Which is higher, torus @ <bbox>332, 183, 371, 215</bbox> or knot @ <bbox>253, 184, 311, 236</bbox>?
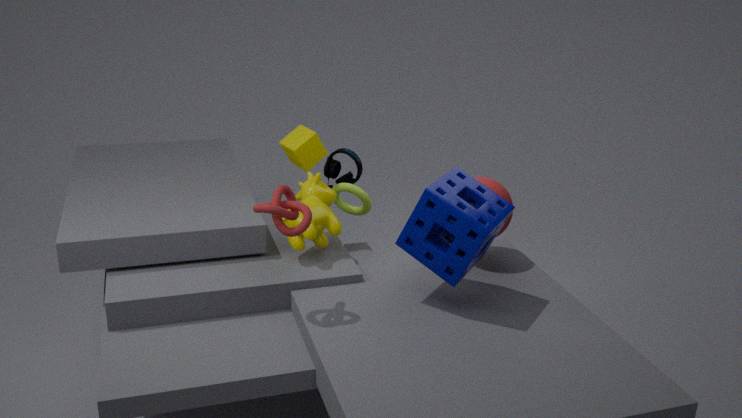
knot @ <bbox>253, 184, 311, 236</bbox>
